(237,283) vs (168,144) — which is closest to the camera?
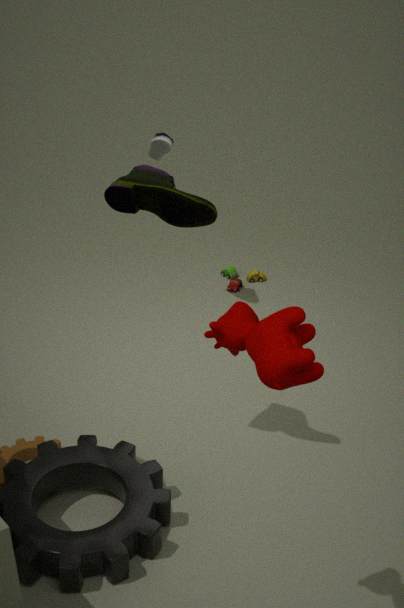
(168,144)
